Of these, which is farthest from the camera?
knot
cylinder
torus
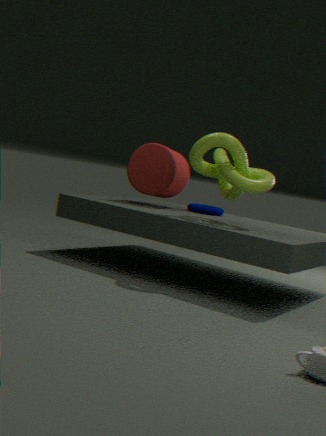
torus
